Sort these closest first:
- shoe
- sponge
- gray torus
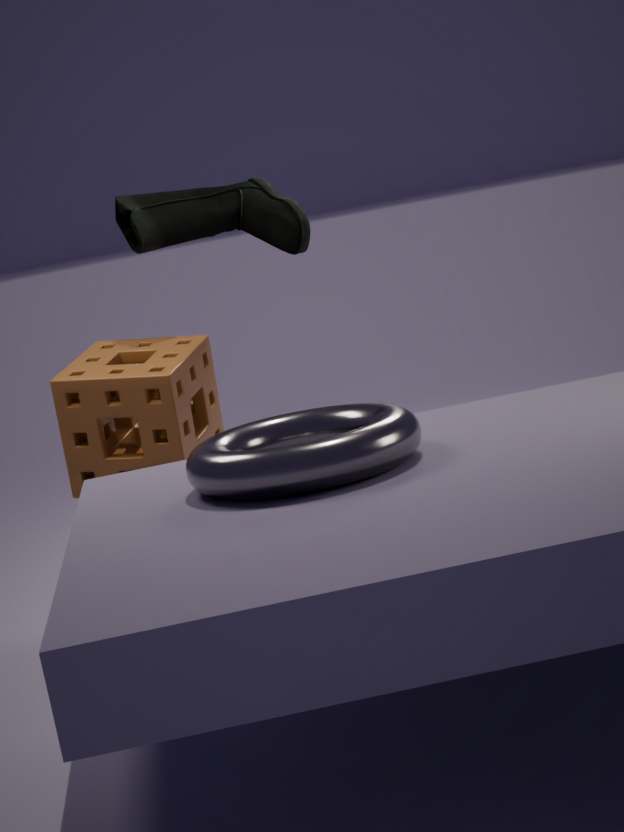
1. gray torus
2. sponge
3. shoe
